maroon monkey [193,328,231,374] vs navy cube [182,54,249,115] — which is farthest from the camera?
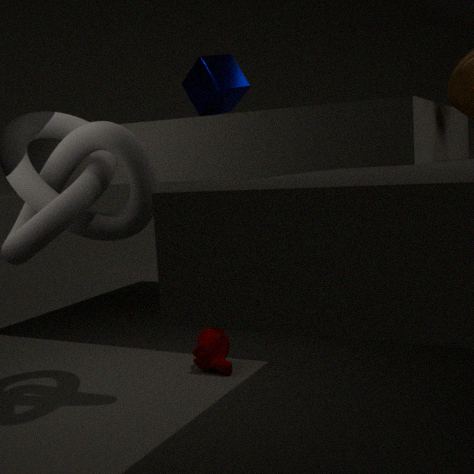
navy cube [182,54,249,115]
